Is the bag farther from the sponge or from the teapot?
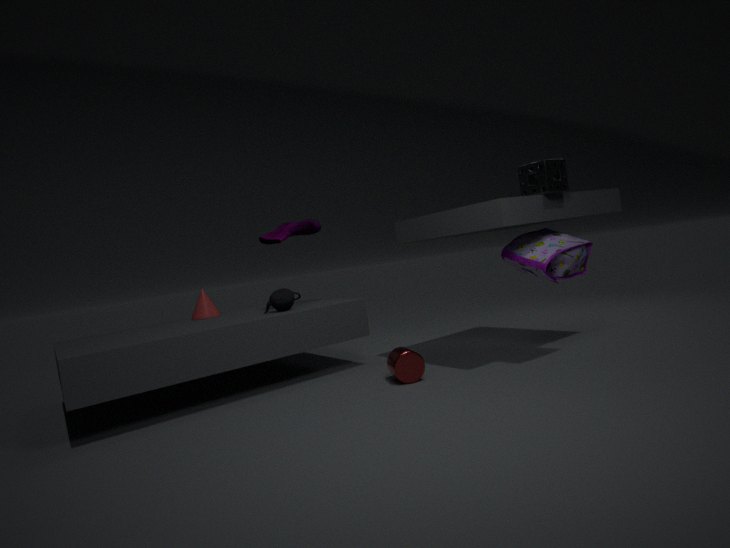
the teapot
